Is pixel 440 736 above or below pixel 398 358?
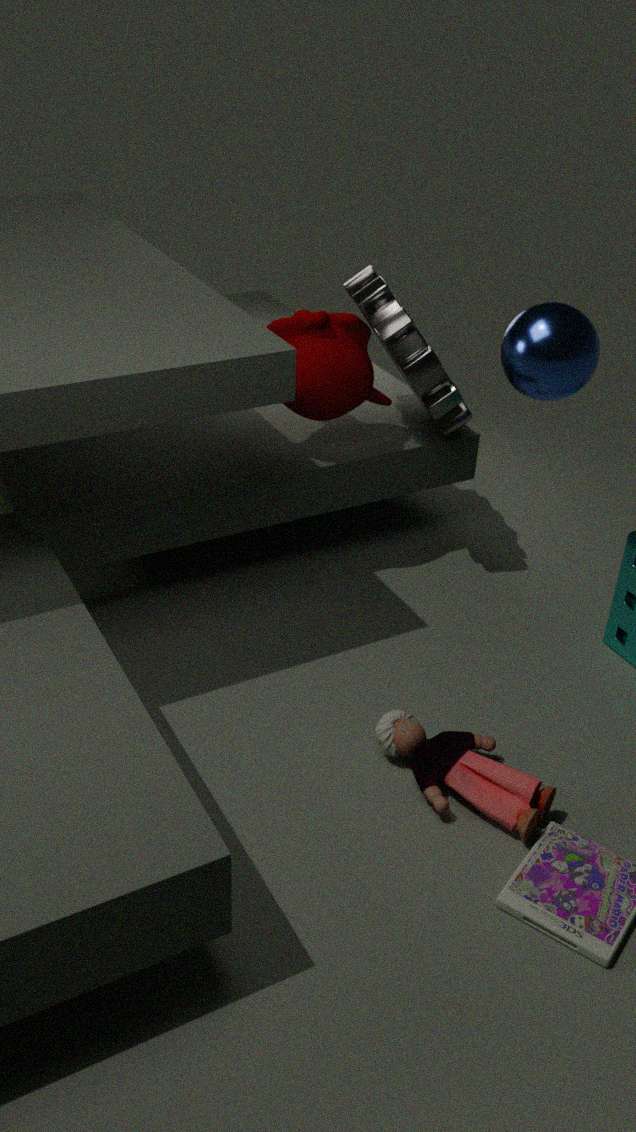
below
